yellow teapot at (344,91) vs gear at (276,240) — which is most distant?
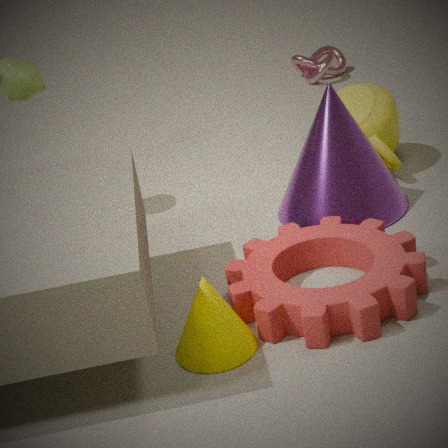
yellow teapot at (344,91)
